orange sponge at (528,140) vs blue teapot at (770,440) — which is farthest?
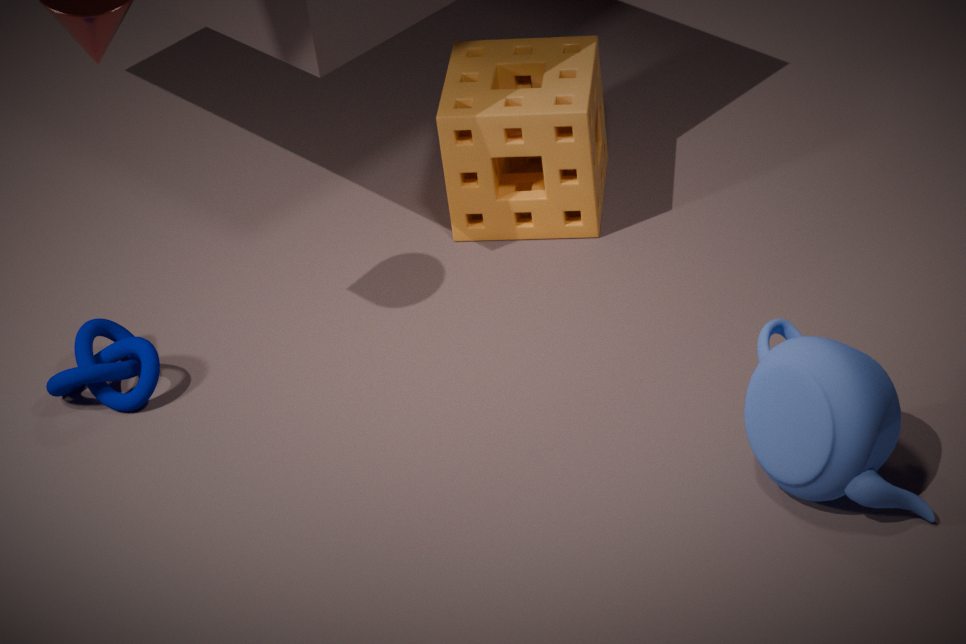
orange sponge at (528,140)
